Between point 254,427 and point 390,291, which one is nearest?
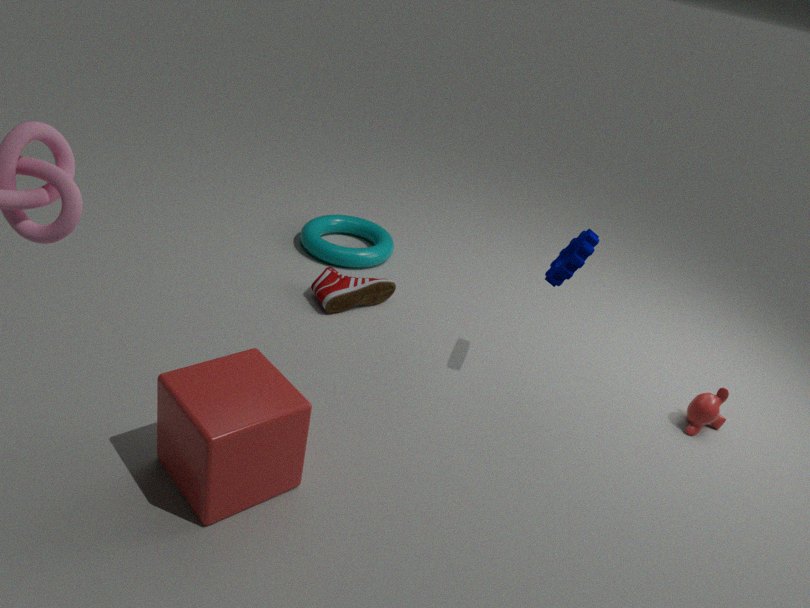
point 254,427
